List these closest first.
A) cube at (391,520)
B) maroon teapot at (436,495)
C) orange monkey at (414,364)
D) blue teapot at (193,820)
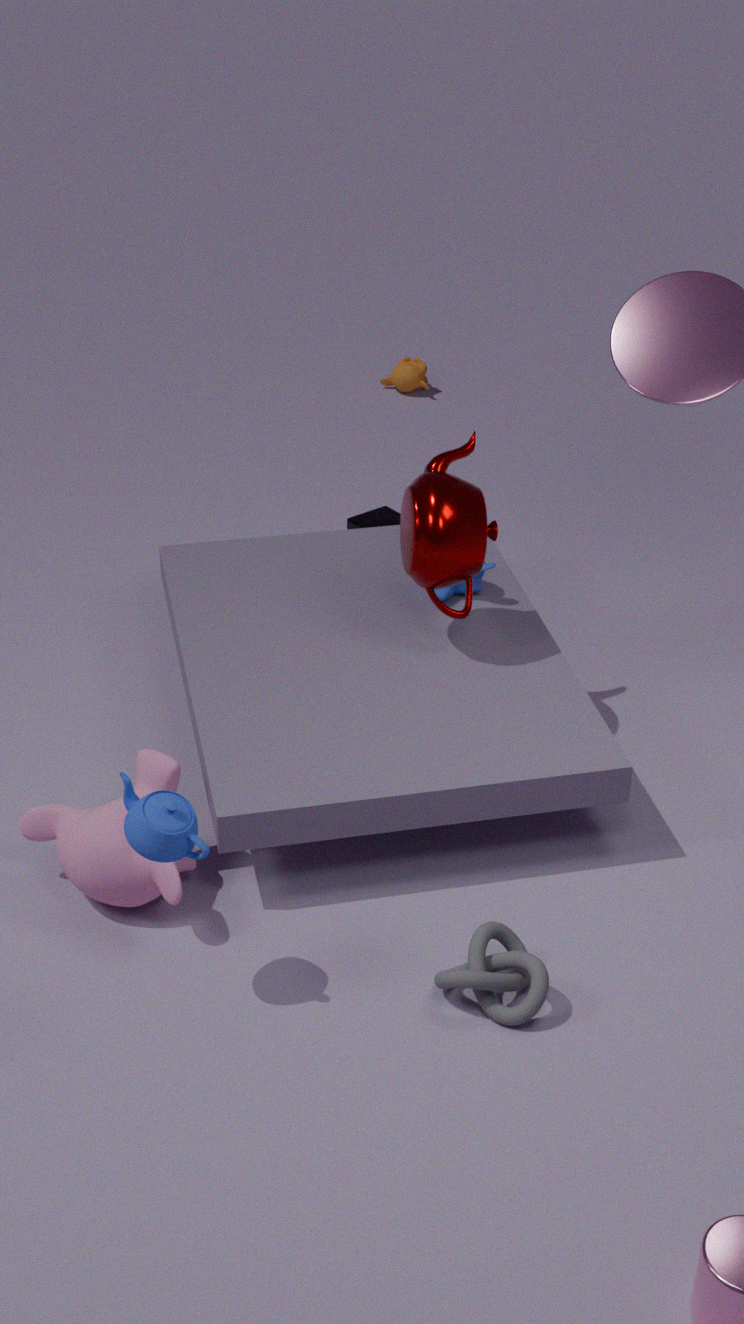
blue teapot at (193,820) → maroon teapot at (436,495) → cube at (391,520) → orange monkey at (414,364)
